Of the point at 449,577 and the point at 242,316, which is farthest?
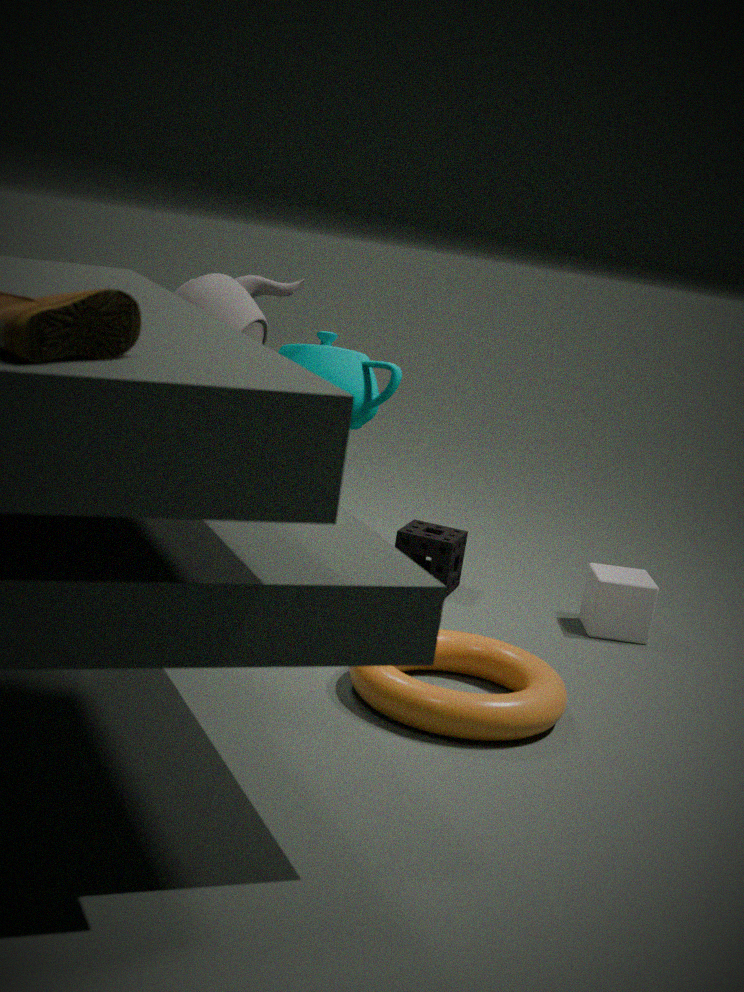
the point at 449,577
